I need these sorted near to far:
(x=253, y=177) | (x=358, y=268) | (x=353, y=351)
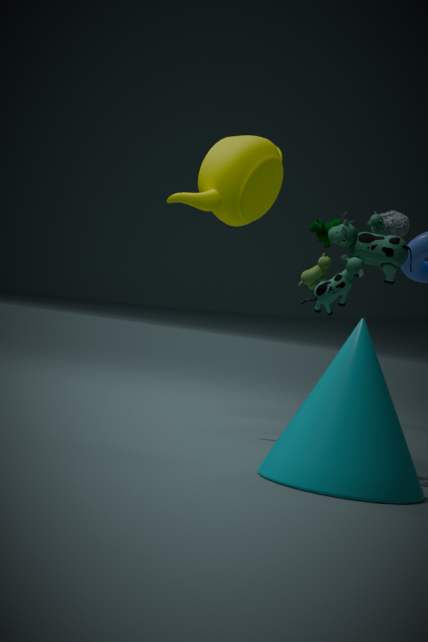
(x=353, y=351) → (x=358, y=268) → (x=253, y=177)
